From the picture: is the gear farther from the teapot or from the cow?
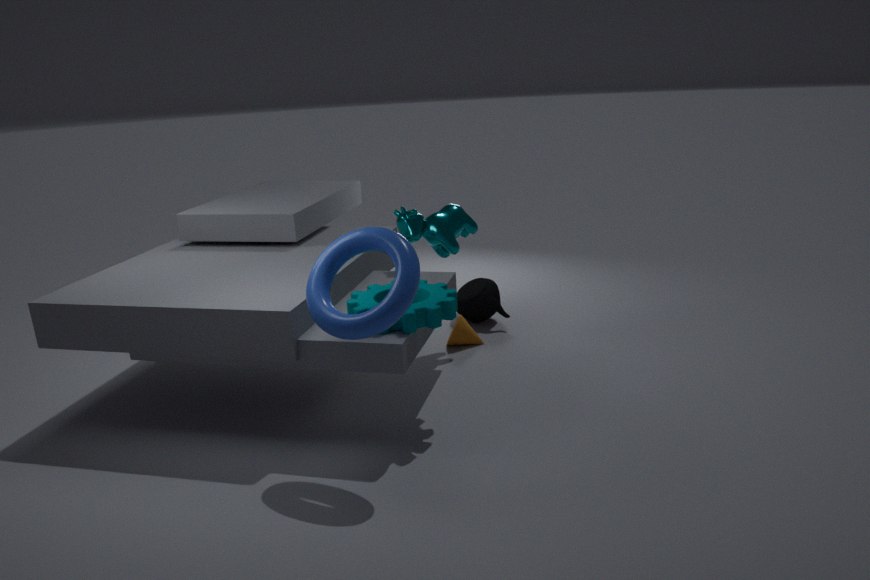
the teapot
